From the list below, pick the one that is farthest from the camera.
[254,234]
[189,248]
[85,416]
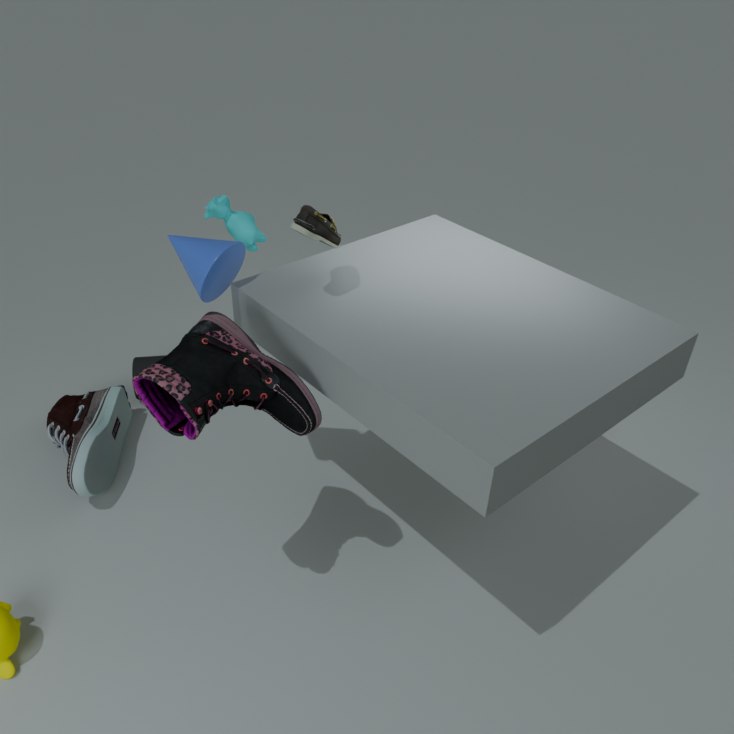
[254,234]
